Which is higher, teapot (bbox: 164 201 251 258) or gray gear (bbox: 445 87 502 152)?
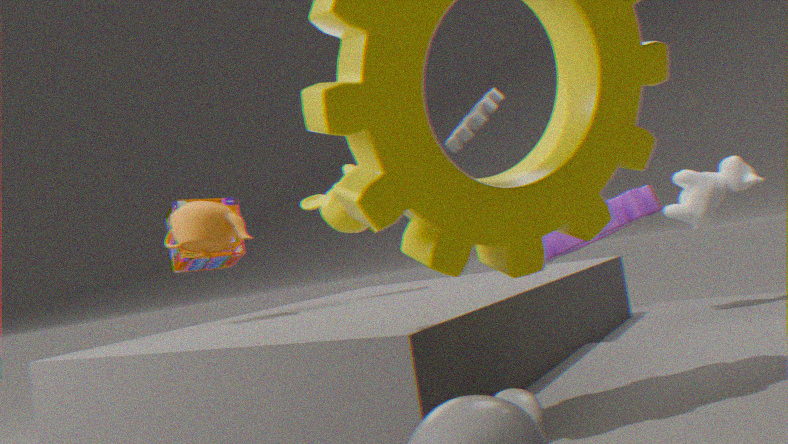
gray gear (bbox: 445 87 502 152)
